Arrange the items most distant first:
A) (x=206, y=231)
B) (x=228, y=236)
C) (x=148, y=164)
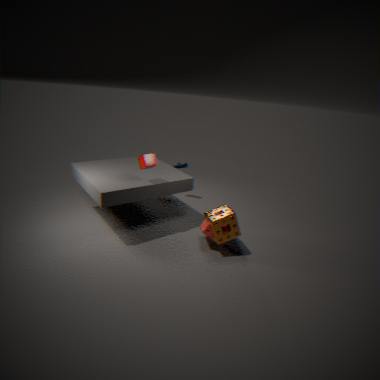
1. (x=206, y=231)
2. (x=148, y=164)
3. (x=228, y=236)
